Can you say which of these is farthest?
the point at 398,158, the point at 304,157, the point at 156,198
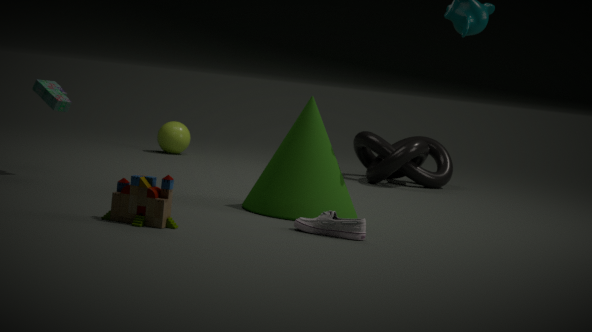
the point at 398,158
